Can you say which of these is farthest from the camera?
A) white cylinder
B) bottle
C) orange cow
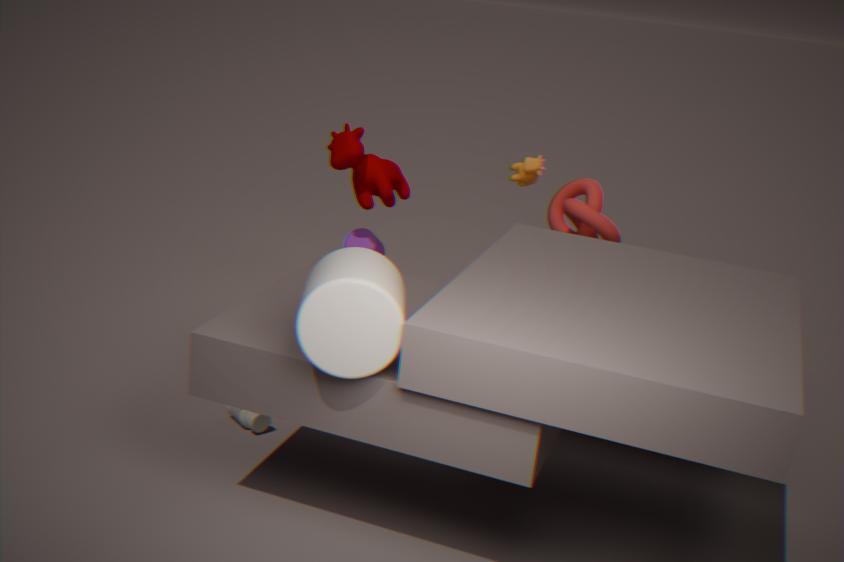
orange cow
